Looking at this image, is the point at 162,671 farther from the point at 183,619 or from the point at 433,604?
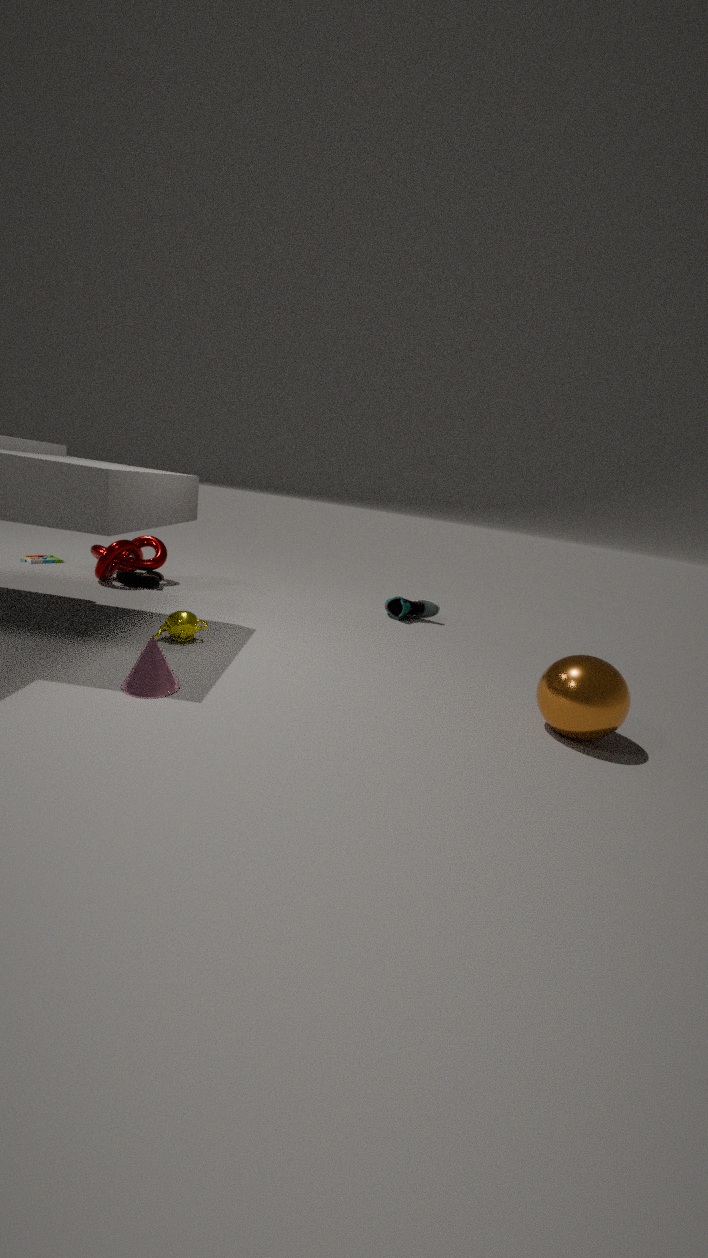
the point at 433,604
